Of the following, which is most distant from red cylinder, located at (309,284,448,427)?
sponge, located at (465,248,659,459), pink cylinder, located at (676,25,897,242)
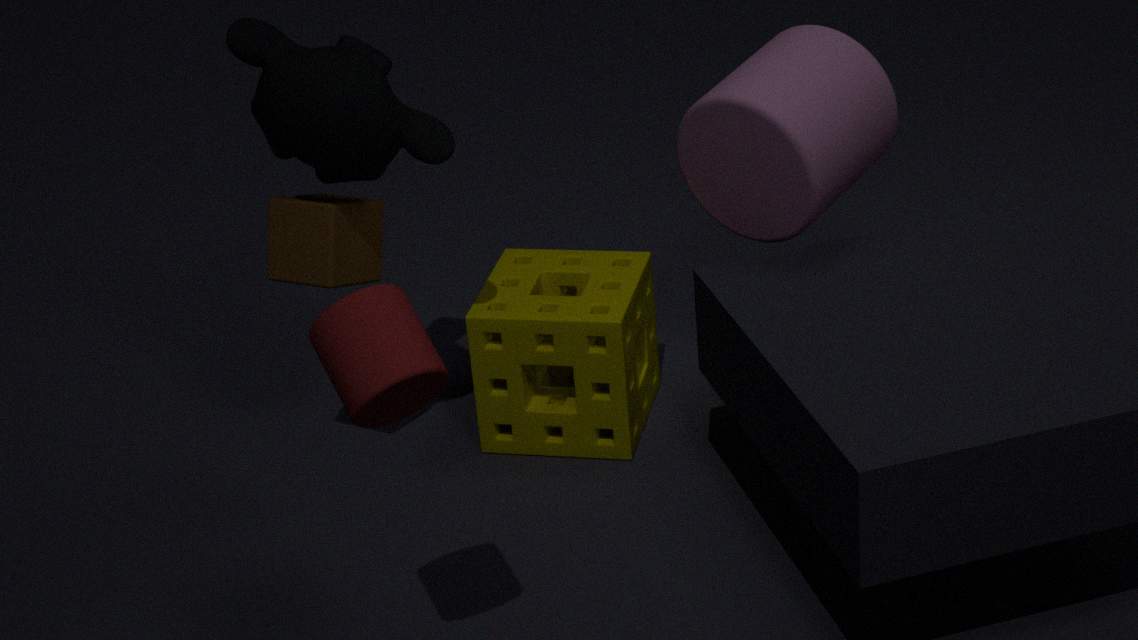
pink cylinder, located at (676,25,897,242)
